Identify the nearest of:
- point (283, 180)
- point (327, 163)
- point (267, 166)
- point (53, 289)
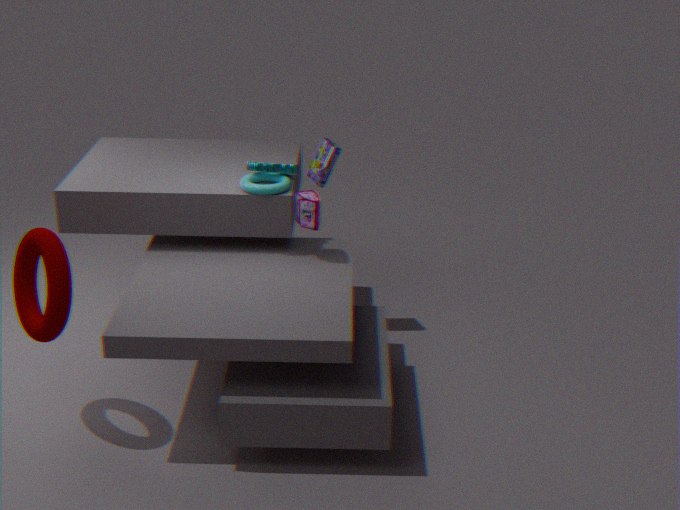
point (53, 289)
